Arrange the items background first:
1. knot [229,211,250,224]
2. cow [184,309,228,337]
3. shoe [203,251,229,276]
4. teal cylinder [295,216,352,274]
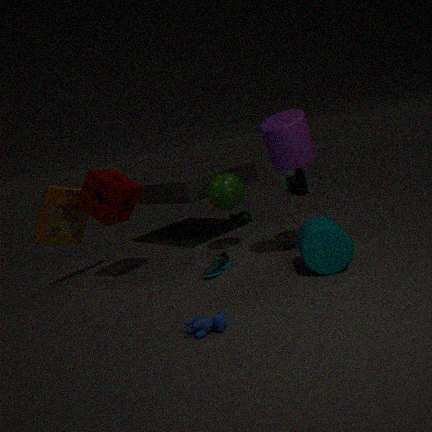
knot [229,211,250,224] < shoe [203,251,229,276] < teal cylinder [295,216,352,274] < cow [184,309,228,337]
